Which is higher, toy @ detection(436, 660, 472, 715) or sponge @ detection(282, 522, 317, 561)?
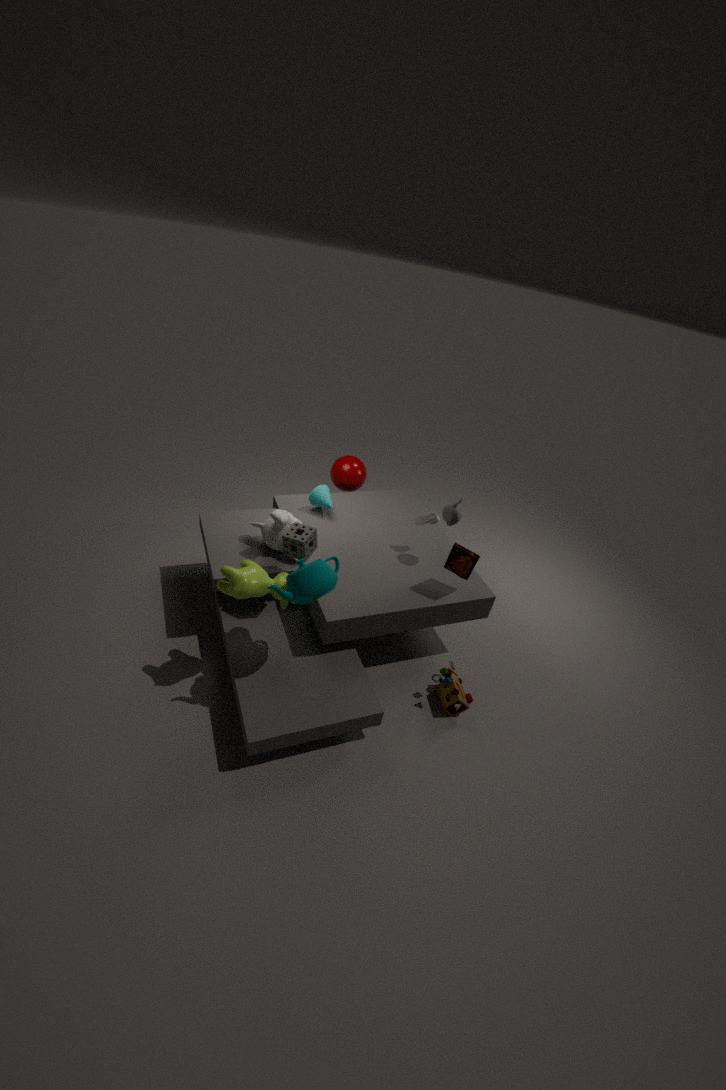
sponge @ detection(282, 522, 317, 561)
